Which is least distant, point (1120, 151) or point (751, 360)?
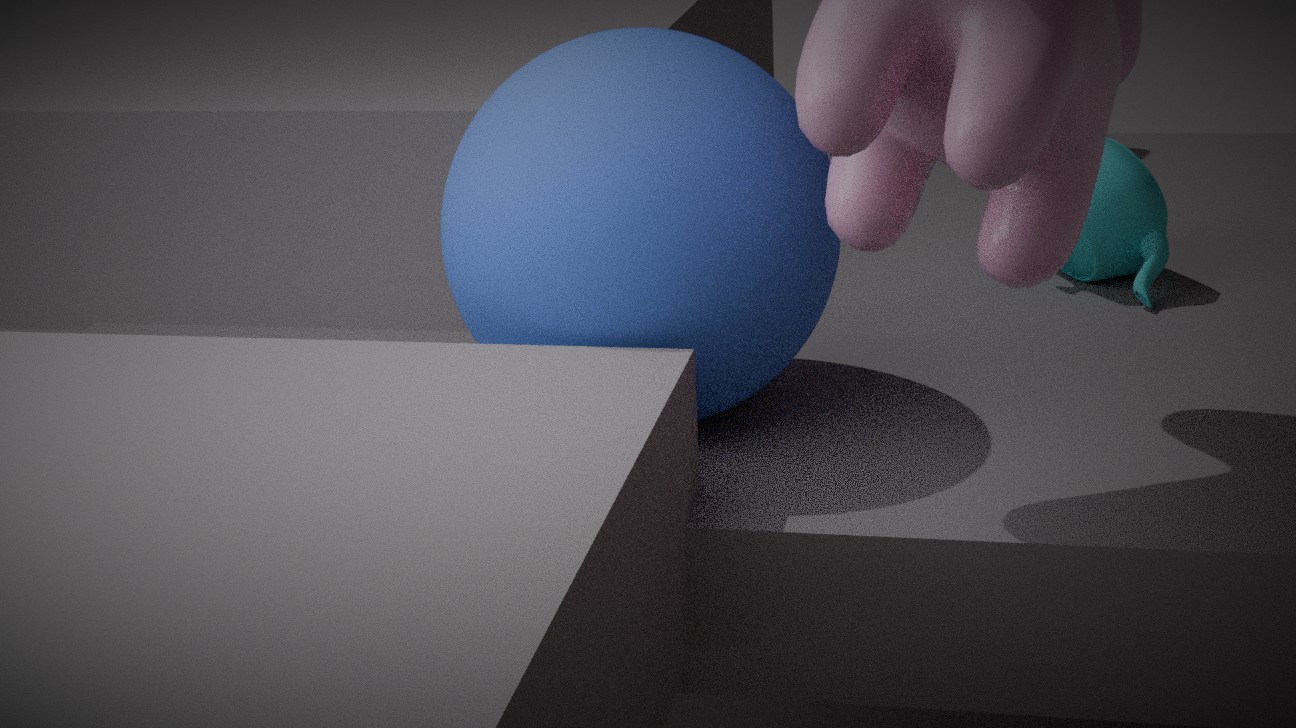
point (751, 360)
